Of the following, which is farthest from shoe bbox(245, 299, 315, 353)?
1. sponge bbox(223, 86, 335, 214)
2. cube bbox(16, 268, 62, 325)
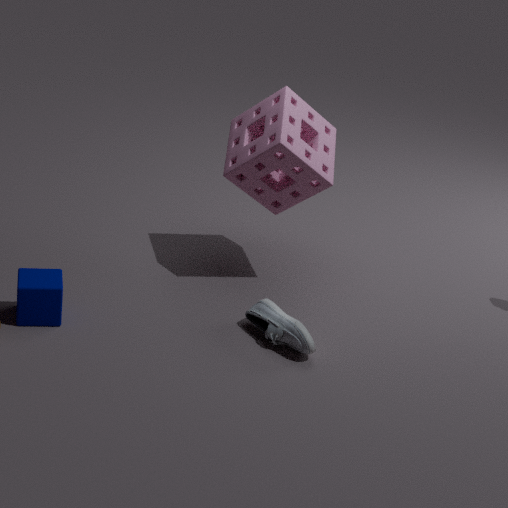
cube bbox(16, 268, 62, 325)
